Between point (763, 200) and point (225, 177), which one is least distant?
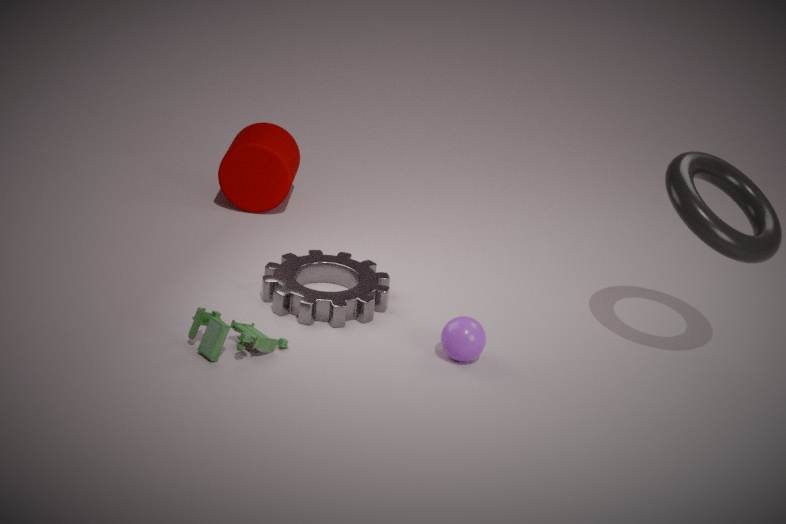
point (763, 200)
